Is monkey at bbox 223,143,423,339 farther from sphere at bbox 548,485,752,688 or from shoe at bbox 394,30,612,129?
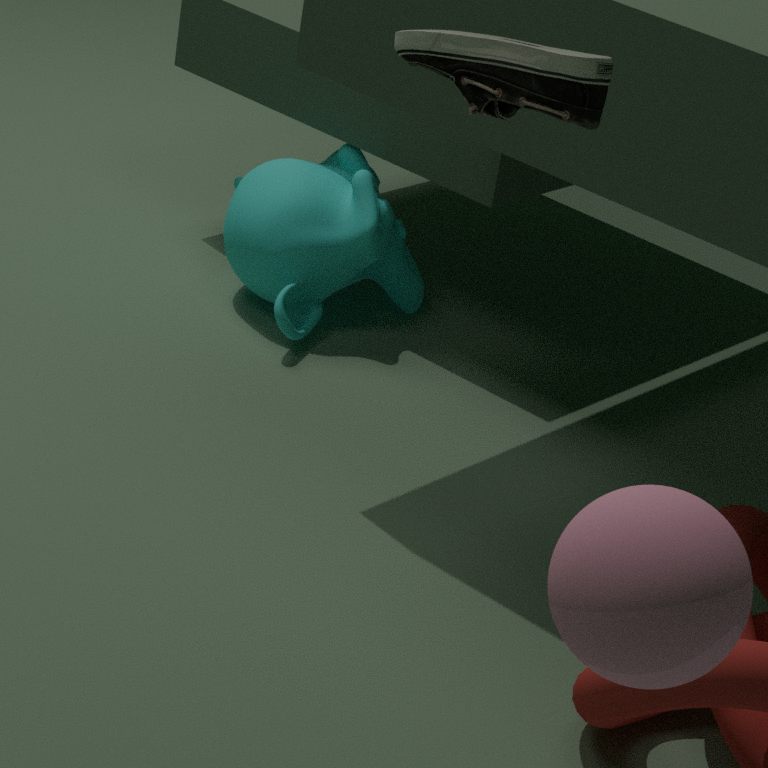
sphere at bbox 548,485,752,688
